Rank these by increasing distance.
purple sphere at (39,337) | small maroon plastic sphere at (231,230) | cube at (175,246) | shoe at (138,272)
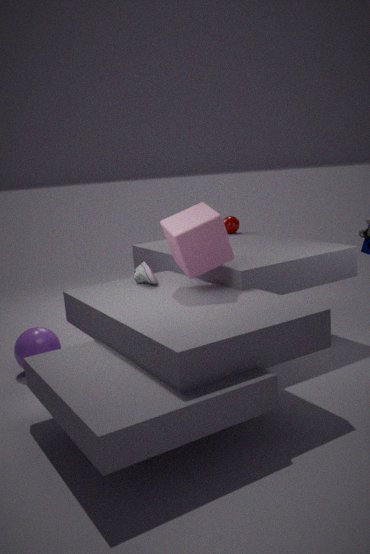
cube at (175,246), shoe at (138,272), purple sphere at (39,337), small maroon plastic sphere at (231,230)
